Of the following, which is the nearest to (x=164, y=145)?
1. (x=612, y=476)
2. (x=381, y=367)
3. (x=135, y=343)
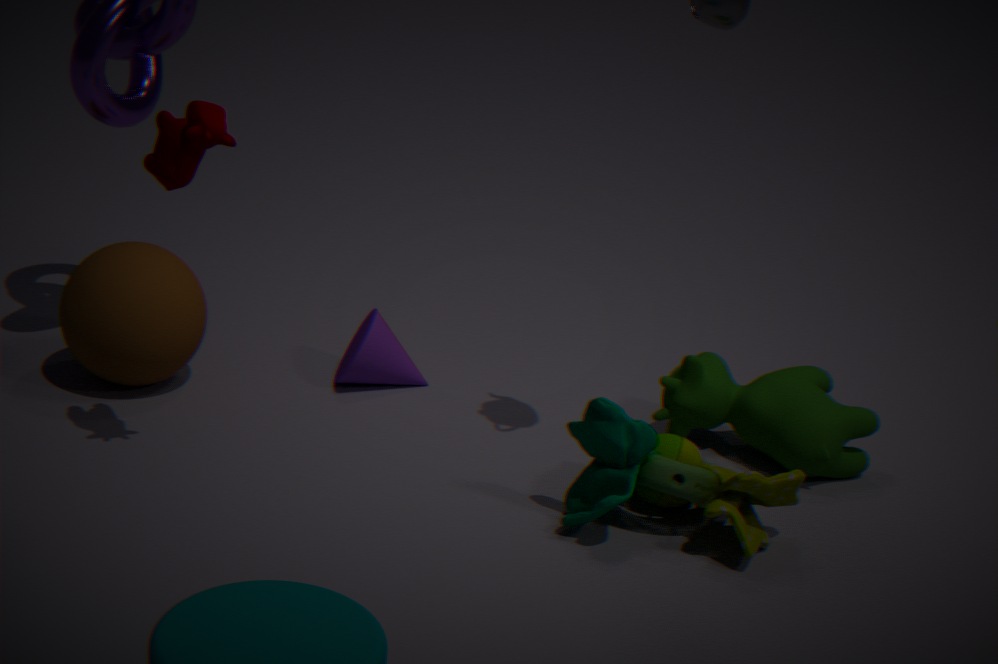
(x=135, y=343)
